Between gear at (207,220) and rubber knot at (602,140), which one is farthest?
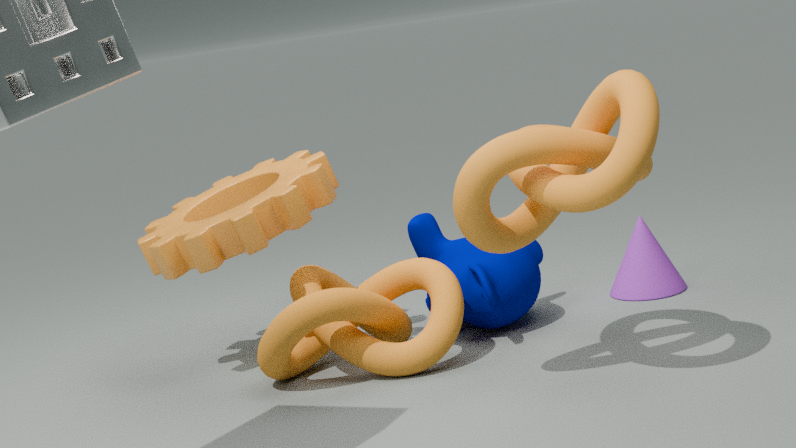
gear at (207,220)
